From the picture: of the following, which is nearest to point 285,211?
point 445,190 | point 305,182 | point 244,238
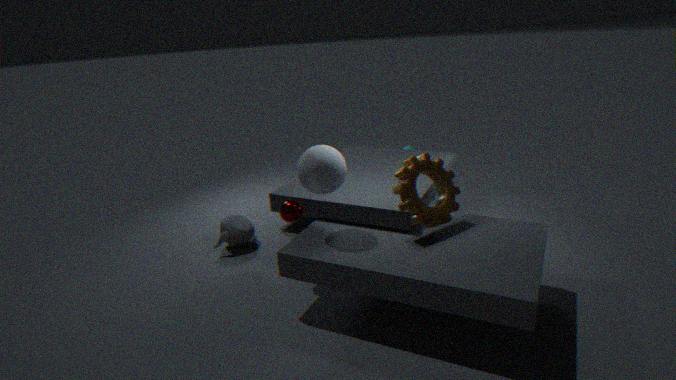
point 305,182
